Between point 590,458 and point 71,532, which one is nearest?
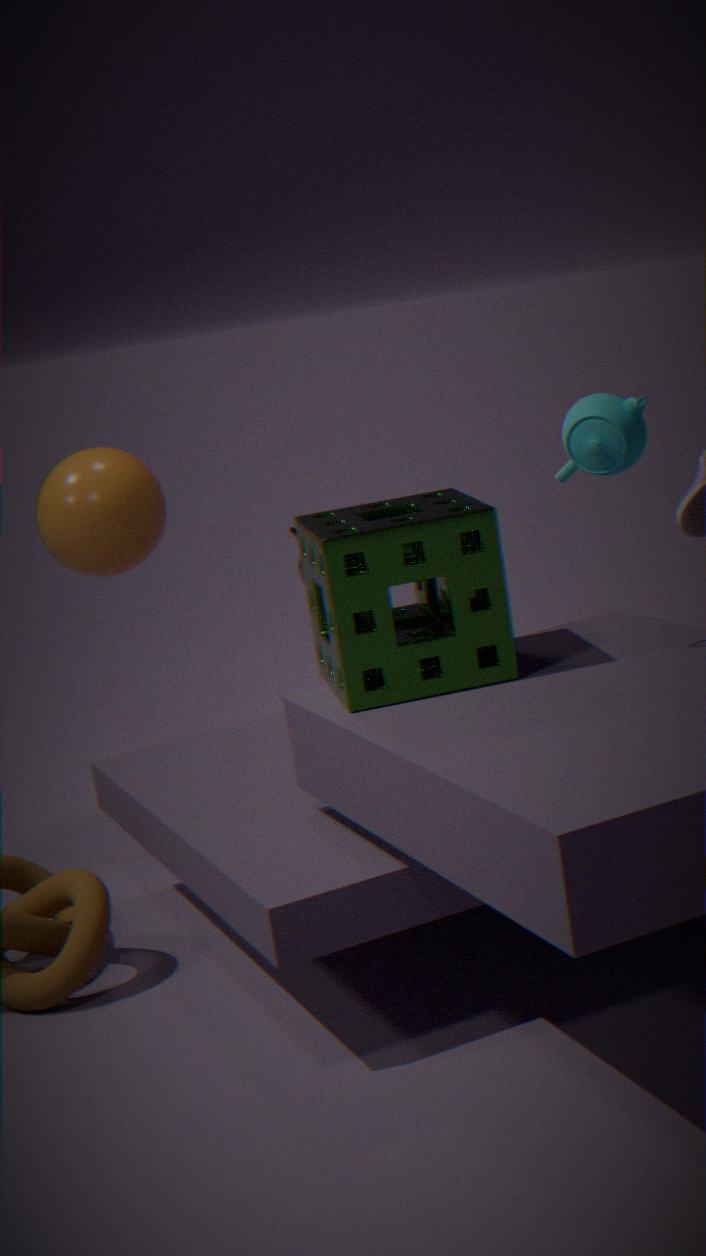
point 590,458
